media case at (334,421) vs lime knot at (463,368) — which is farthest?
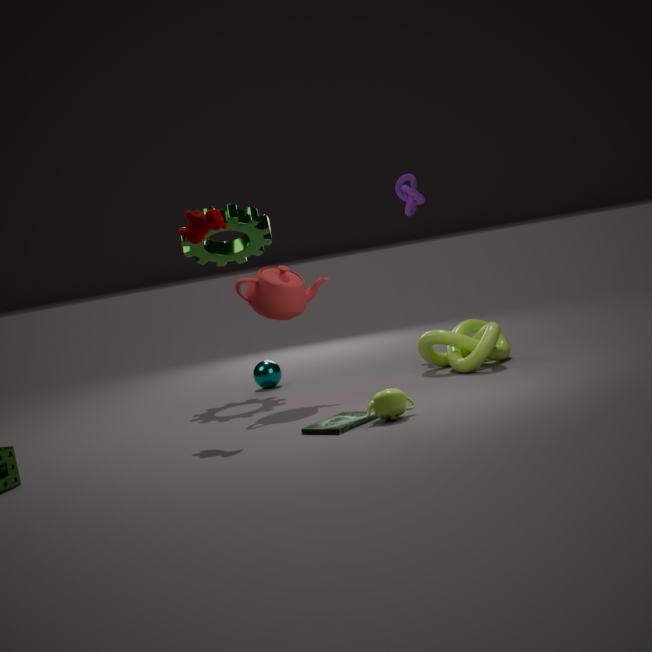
lime knot at (463,368)
